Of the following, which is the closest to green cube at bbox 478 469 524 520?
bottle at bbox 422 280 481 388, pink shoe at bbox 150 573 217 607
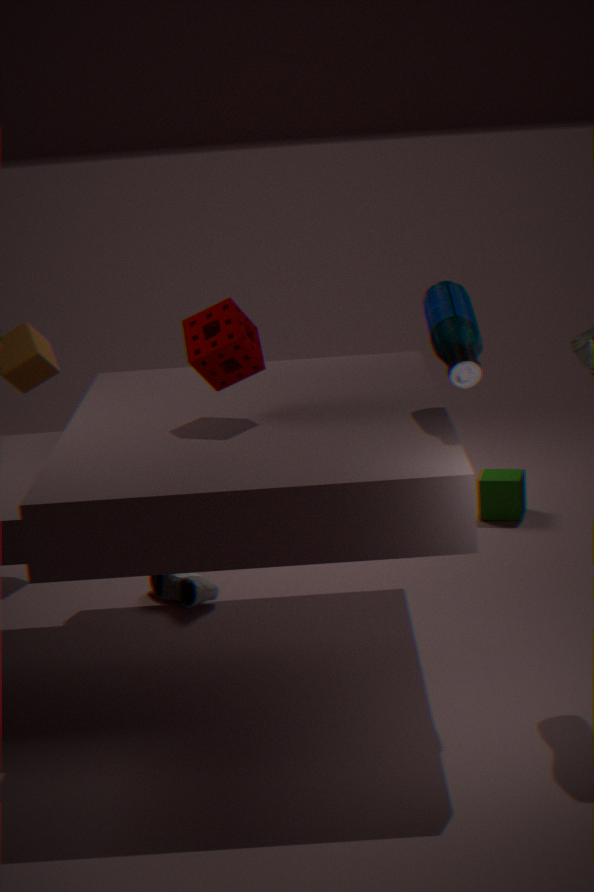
pink shoe at bbox 150 573 217 607
